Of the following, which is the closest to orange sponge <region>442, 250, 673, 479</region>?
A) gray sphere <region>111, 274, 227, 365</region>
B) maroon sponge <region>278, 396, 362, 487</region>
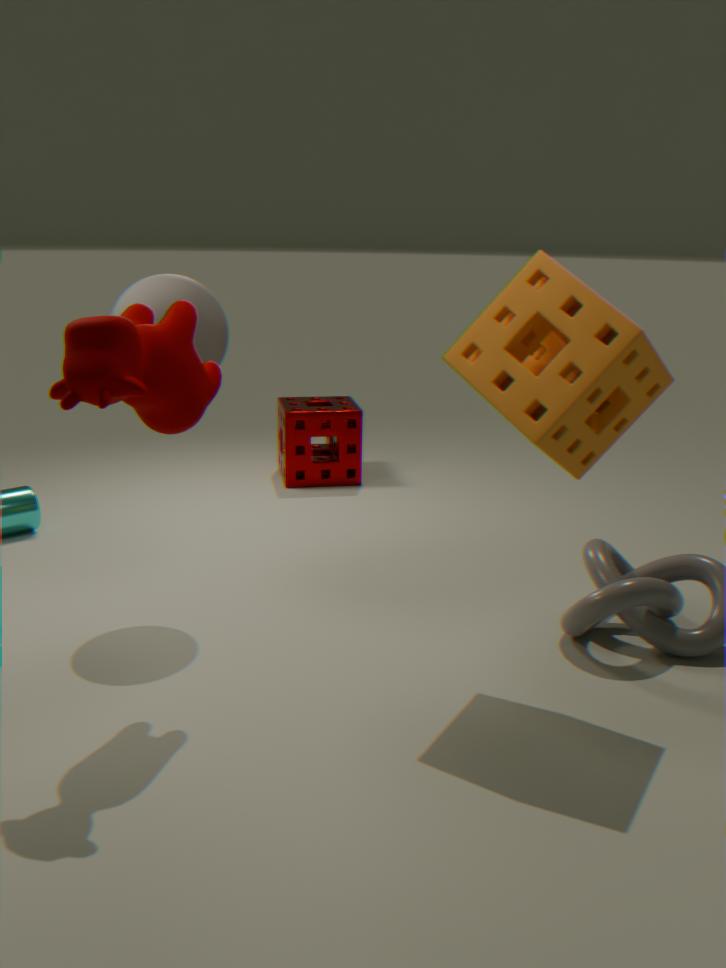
gray sphere <region>111, 274, 227, 365</region>
